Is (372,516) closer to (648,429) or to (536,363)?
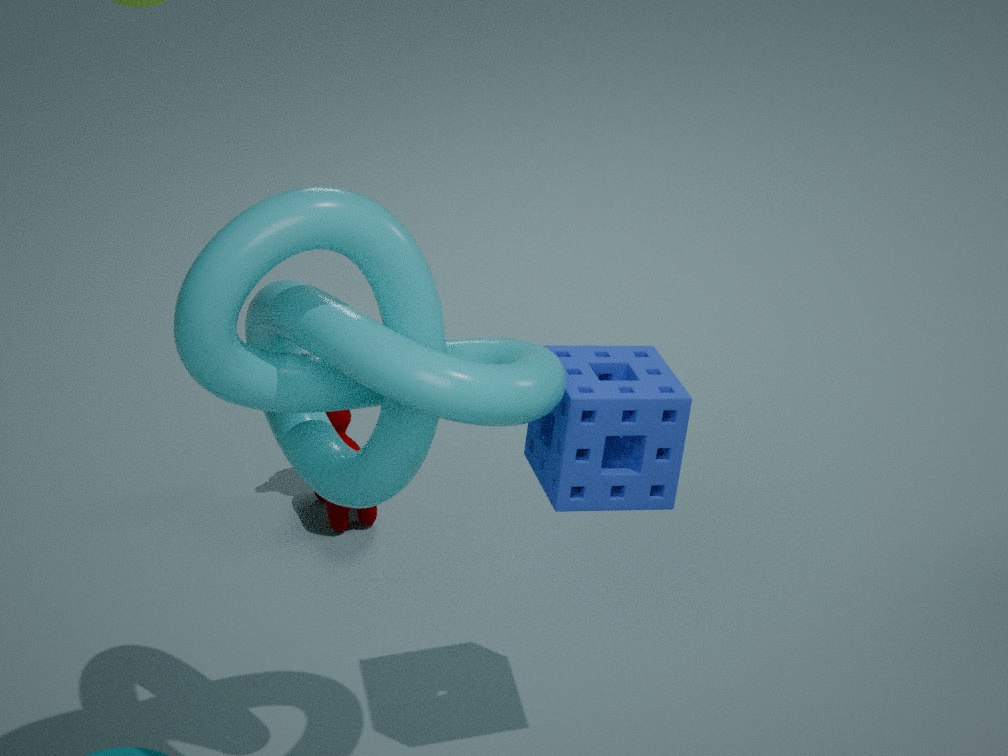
(648,429)
